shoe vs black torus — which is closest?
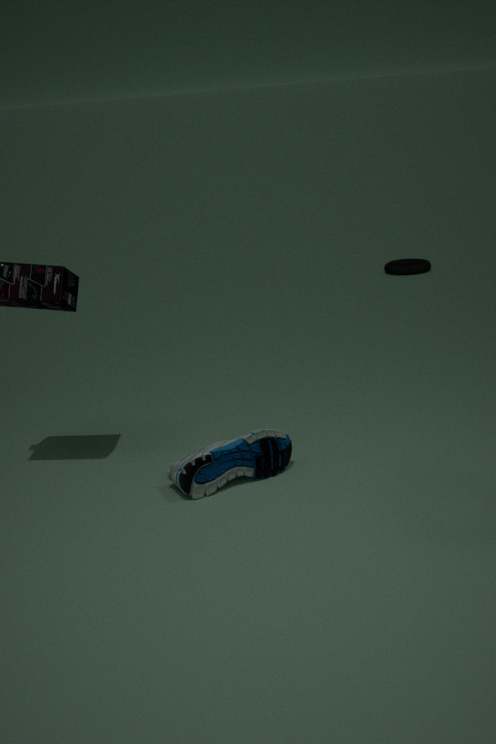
shoe
